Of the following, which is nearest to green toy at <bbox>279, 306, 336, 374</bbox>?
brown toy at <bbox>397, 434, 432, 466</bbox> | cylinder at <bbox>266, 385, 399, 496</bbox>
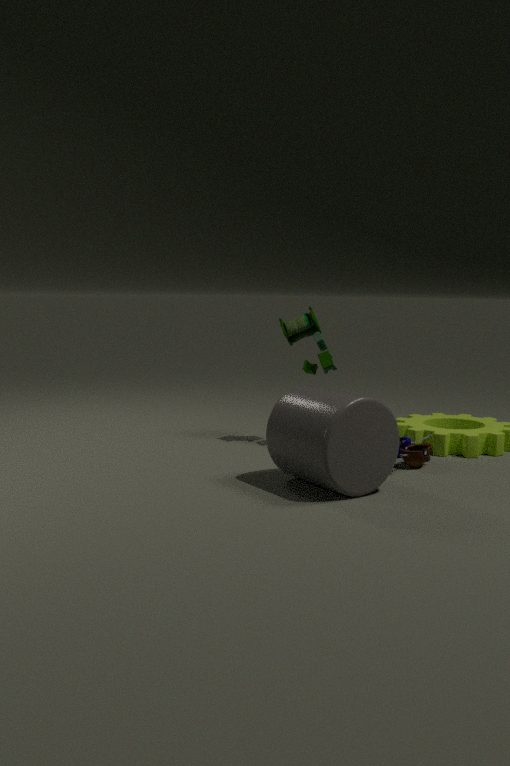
brown toy at <bbox>397, 434, 432, 466</bbox>
